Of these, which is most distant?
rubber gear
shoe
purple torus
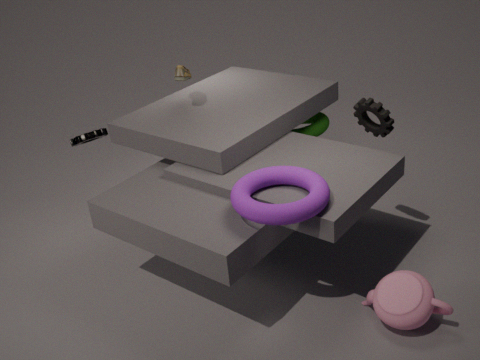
shoe
